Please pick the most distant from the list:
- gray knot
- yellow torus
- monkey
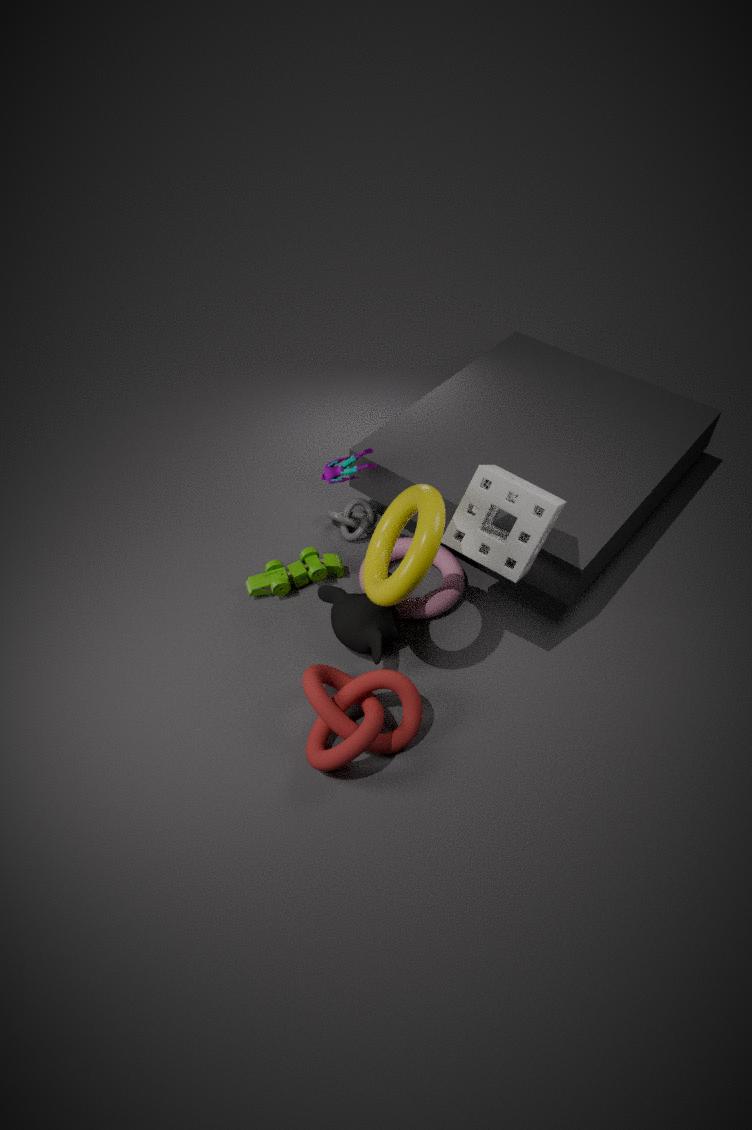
gray knot
